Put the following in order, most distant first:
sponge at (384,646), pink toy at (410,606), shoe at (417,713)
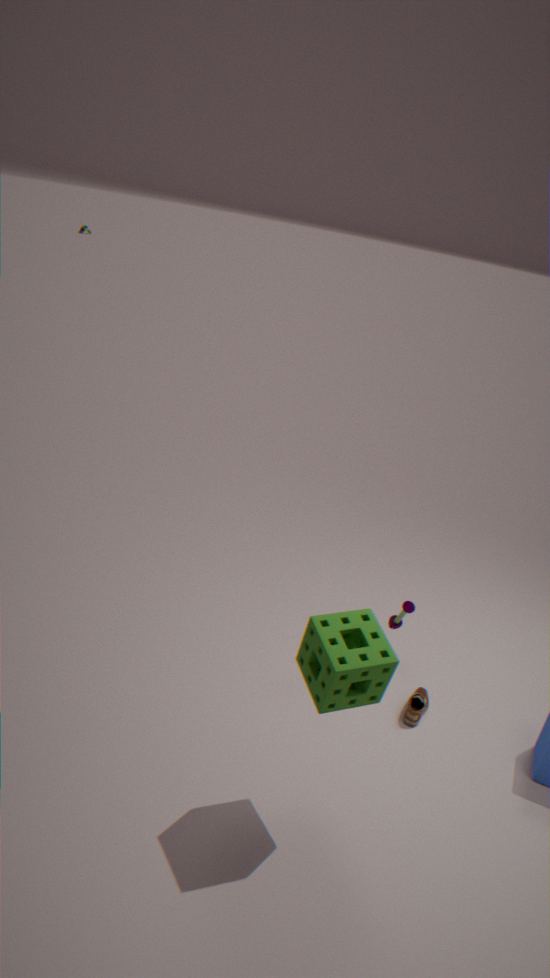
pink toy at (410,606) → shoe at (417,713) → sponge at (384,646)
